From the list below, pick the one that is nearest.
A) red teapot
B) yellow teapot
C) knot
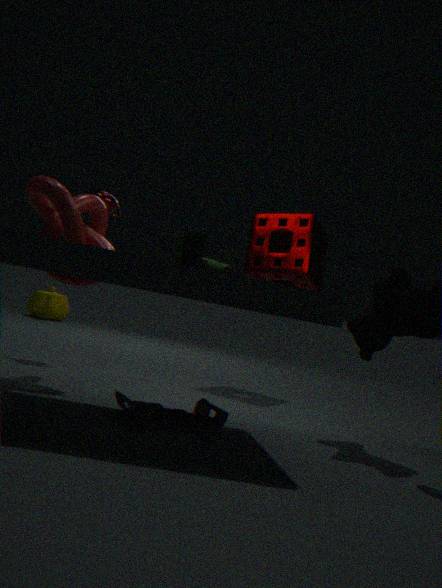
knot
